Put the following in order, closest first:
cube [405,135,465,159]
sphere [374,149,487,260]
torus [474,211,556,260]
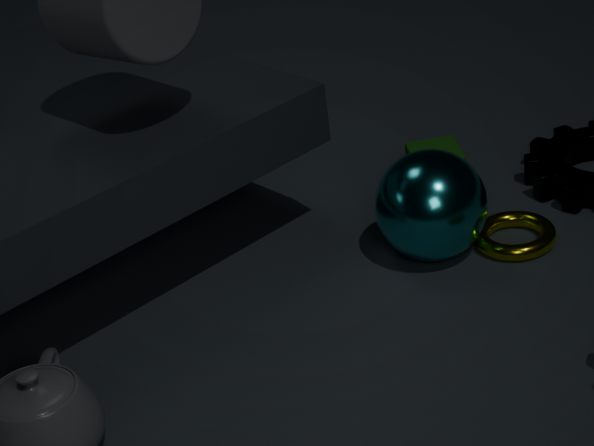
1. sphere [374,149,487,260]
2. torus [474,211,556,260]
3. cube [405,135,465,159]
